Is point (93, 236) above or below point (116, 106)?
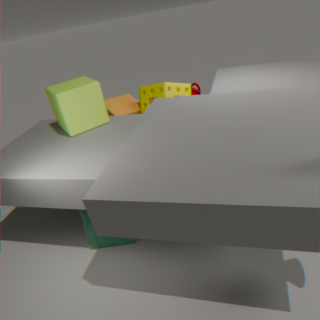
below
